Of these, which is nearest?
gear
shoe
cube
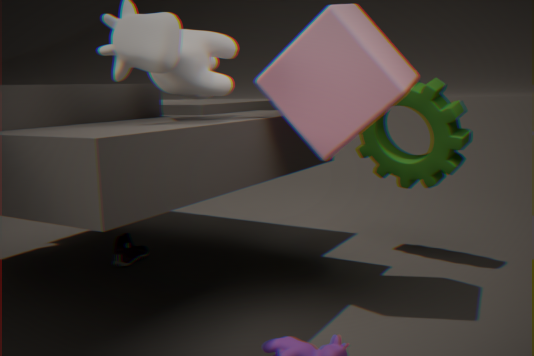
cube
